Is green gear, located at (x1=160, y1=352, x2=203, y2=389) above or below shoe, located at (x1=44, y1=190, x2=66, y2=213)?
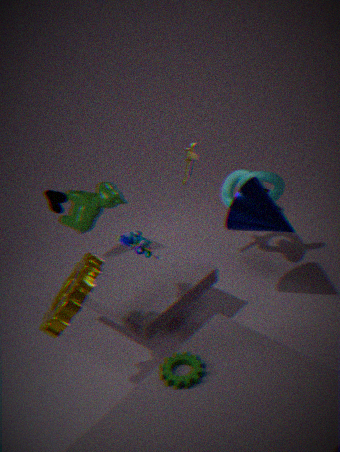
below
